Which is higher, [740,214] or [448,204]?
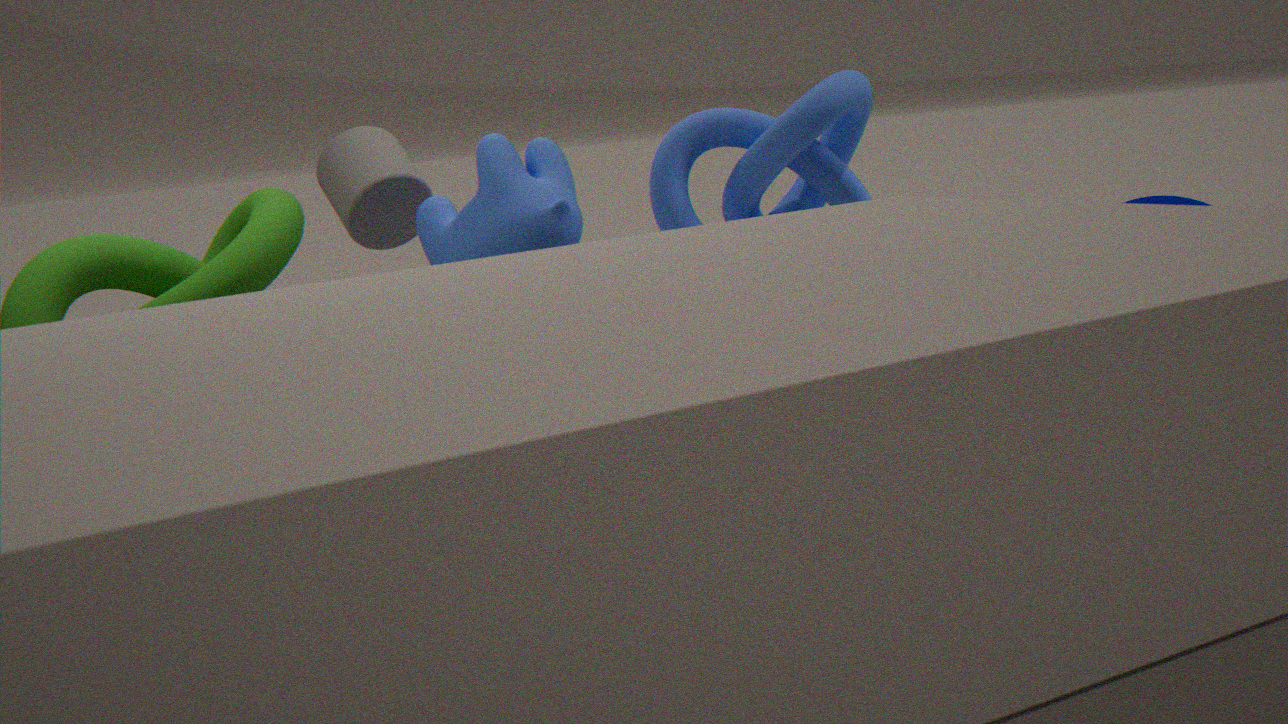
[740,214]
